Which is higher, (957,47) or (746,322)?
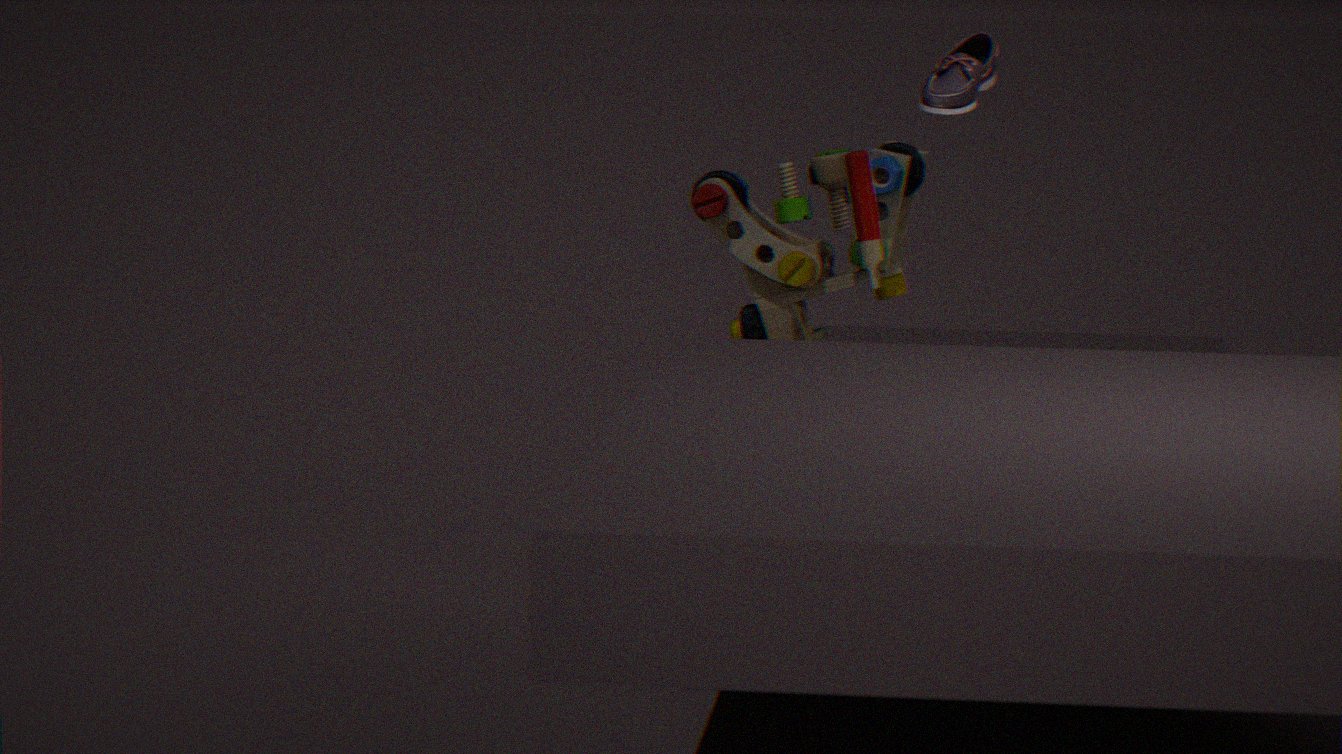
(957,47)
